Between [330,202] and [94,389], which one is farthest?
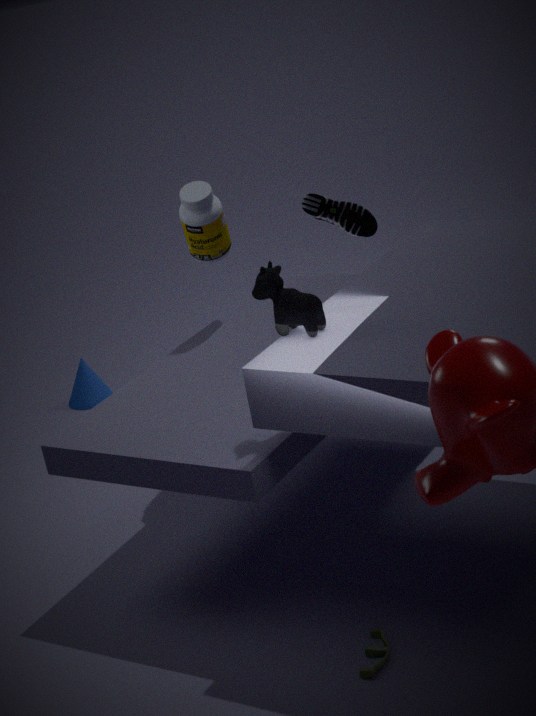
[94,389]
